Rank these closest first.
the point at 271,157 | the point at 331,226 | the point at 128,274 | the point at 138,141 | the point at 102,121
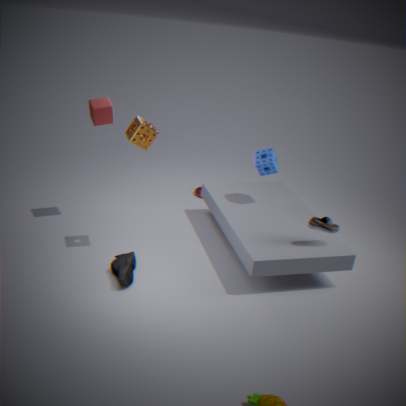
the point at 128,274 → the point at 138,141 → the point at 331,226 → the point at 102,121 → the point at 271,157
